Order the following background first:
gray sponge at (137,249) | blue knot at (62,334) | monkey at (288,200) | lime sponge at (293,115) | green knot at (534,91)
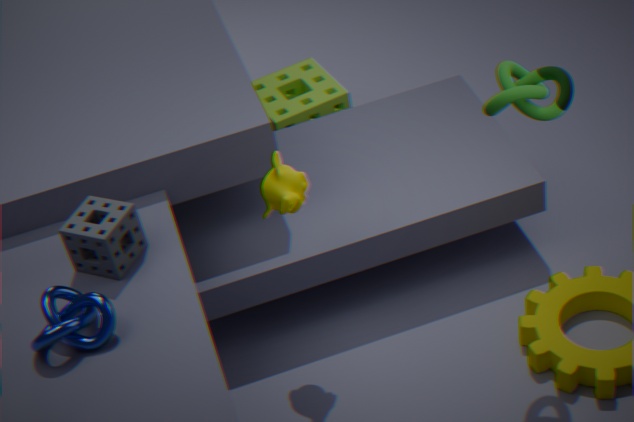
lime sponge at (293,115) < monkey at (288,200) < gray sponge at (137,249) < green knot at (534,91) < blue knot at (62,334)
